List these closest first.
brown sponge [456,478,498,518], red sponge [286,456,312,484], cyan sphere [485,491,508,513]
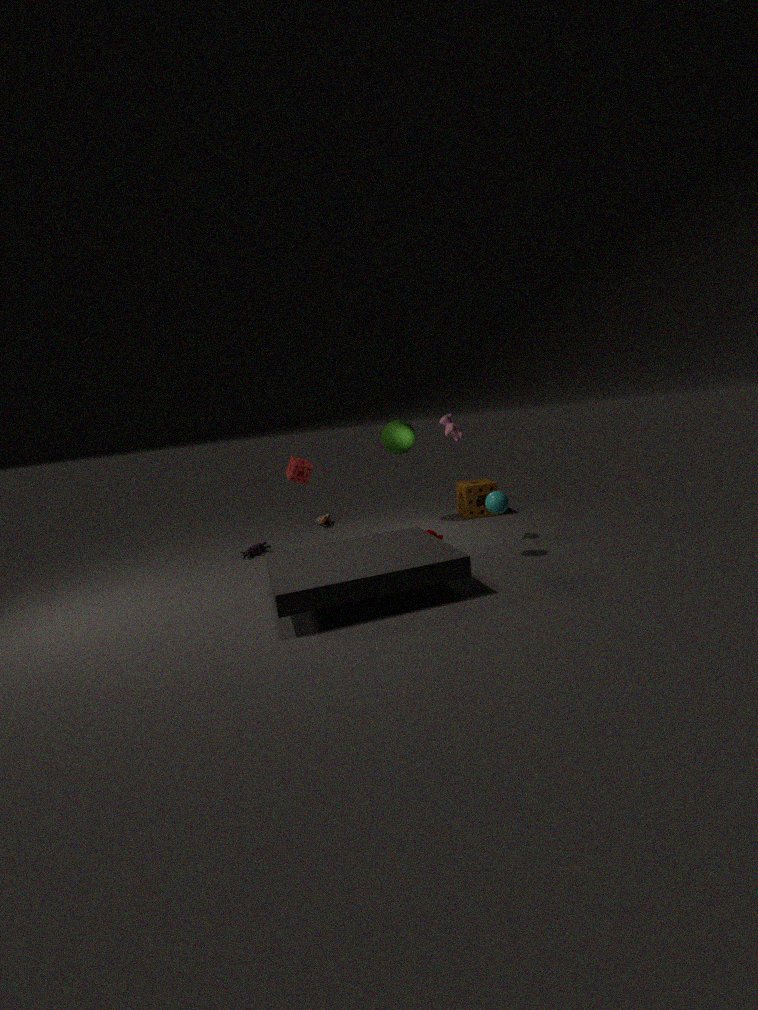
1. cyan sphere [485,491,508,513]
2. red sponge [286,456,312,484]
3. brown sponge [456,478,498,518]
